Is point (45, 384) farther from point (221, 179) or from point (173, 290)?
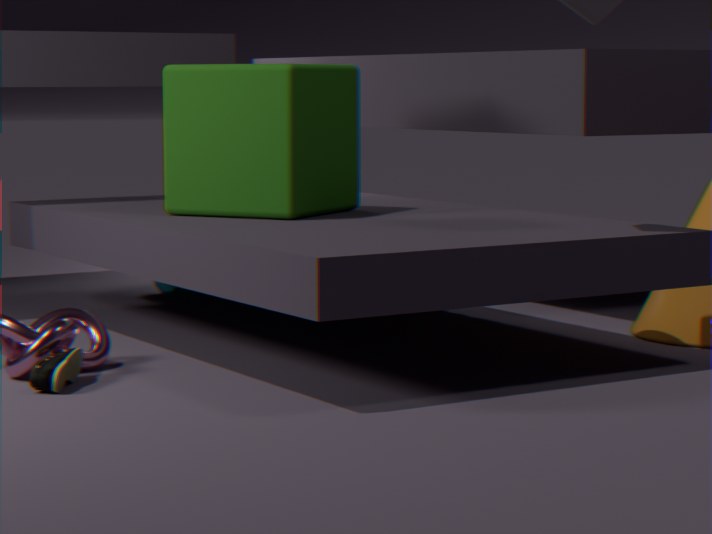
point (173, 290)
